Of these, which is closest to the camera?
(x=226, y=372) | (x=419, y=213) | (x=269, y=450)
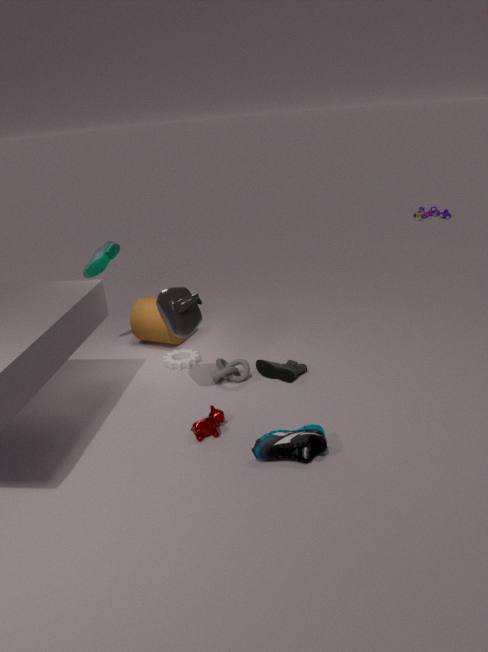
(x=269, y=450)
